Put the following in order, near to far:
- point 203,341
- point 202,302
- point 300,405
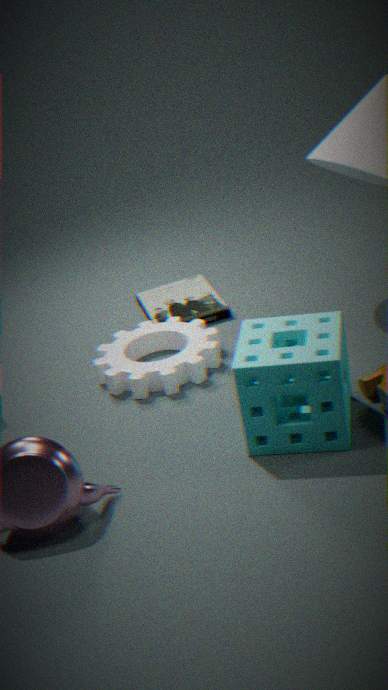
point 300,405 → point 203,341 → point 202,302
